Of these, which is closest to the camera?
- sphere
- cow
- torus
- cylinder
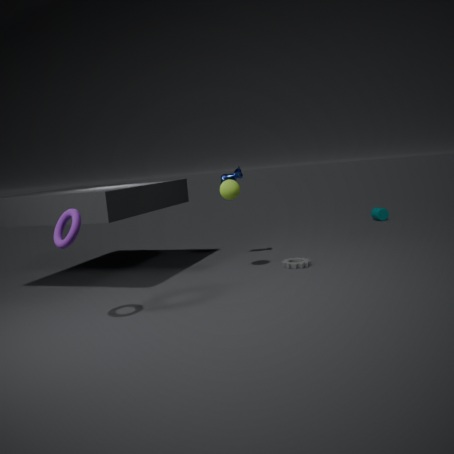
torus
